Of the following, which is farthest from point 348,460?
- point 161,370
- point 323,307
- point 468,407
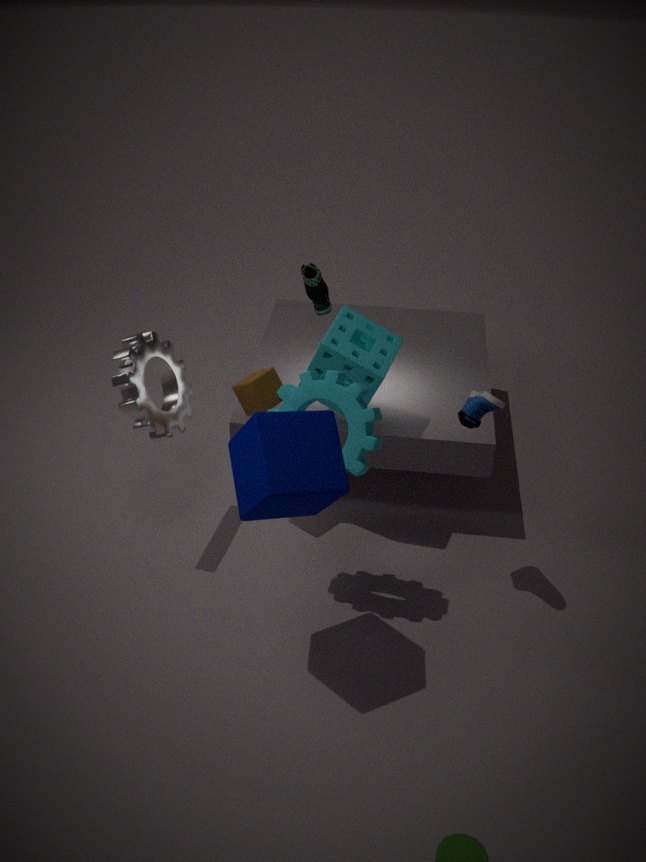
point 323,307
